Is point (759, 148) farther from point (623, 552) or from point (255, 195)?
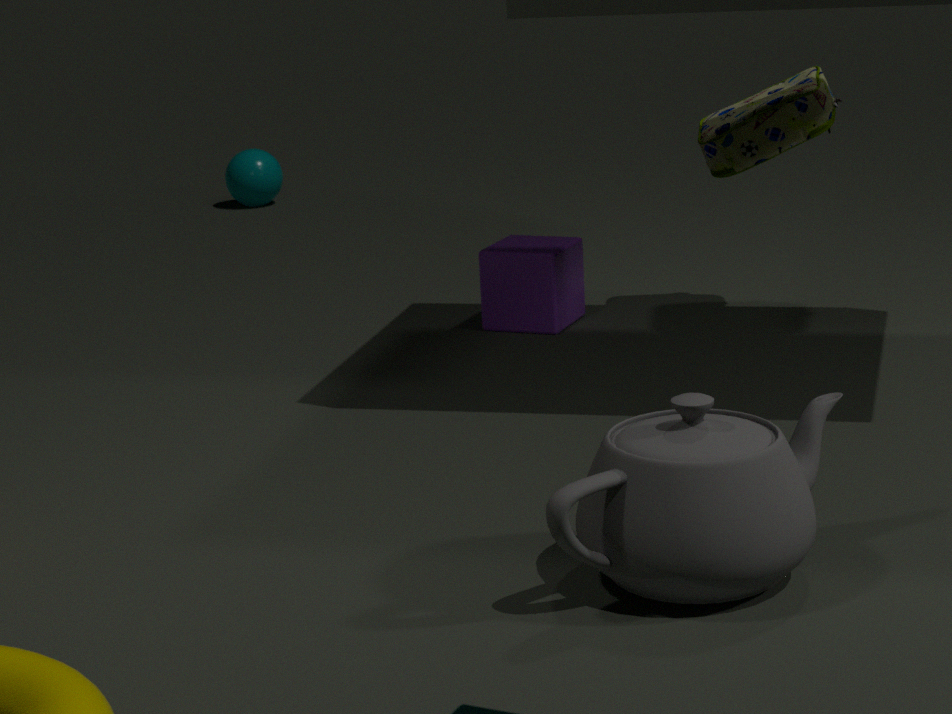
point (255, 195)
